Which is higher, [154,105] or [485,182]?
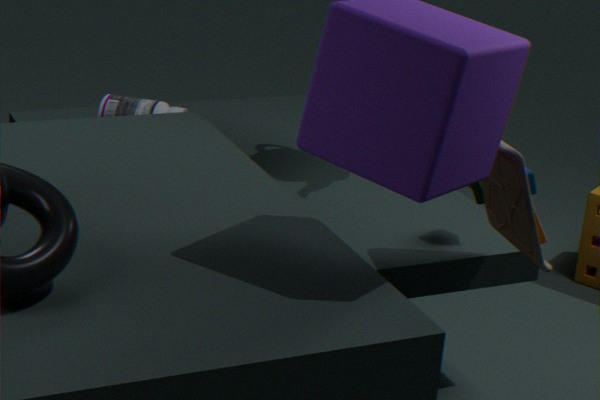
[485,182]
